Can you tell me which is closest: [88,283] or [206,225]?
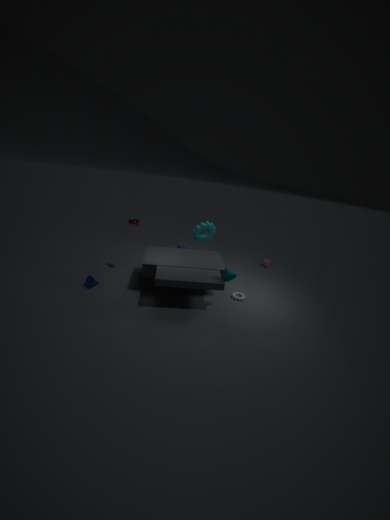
[88,283]
